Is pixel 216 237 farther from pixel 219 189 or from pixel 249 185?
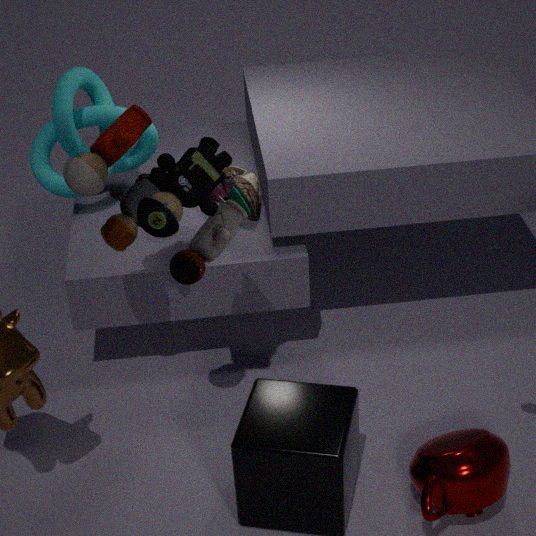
pixel 249 185
